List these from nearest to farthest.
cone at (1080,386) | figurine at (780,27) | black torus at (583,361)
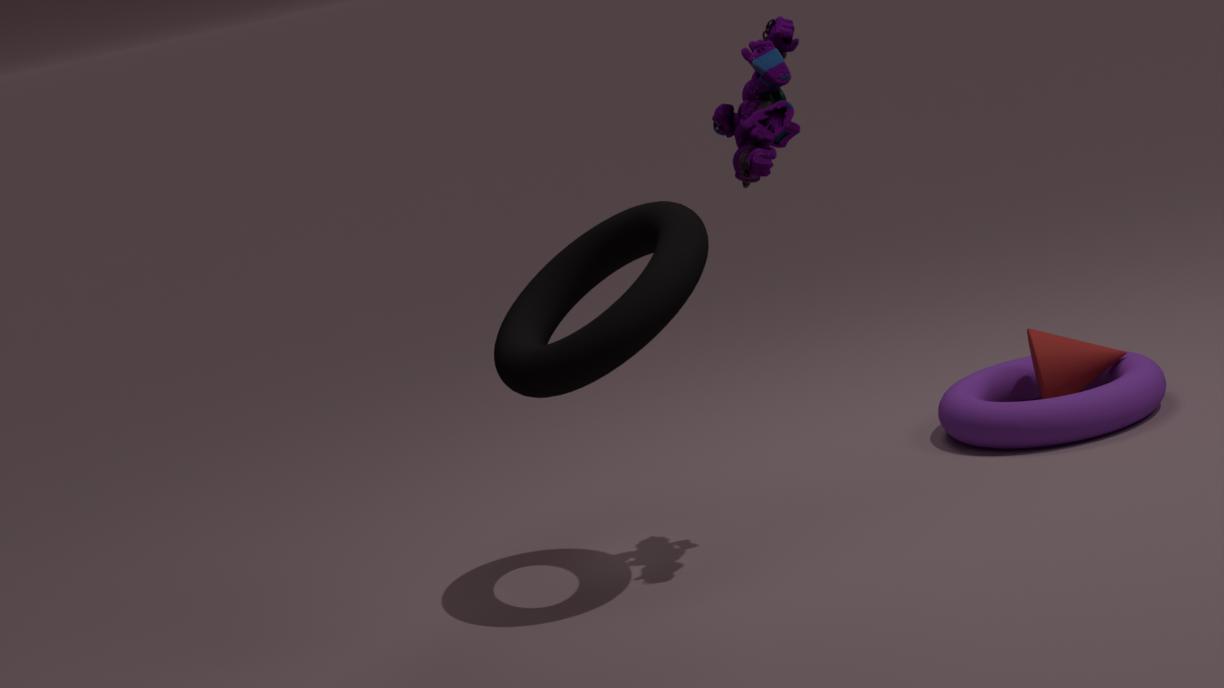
black torus at (583,361), figurine at (780,27), cone at (1080,386)
